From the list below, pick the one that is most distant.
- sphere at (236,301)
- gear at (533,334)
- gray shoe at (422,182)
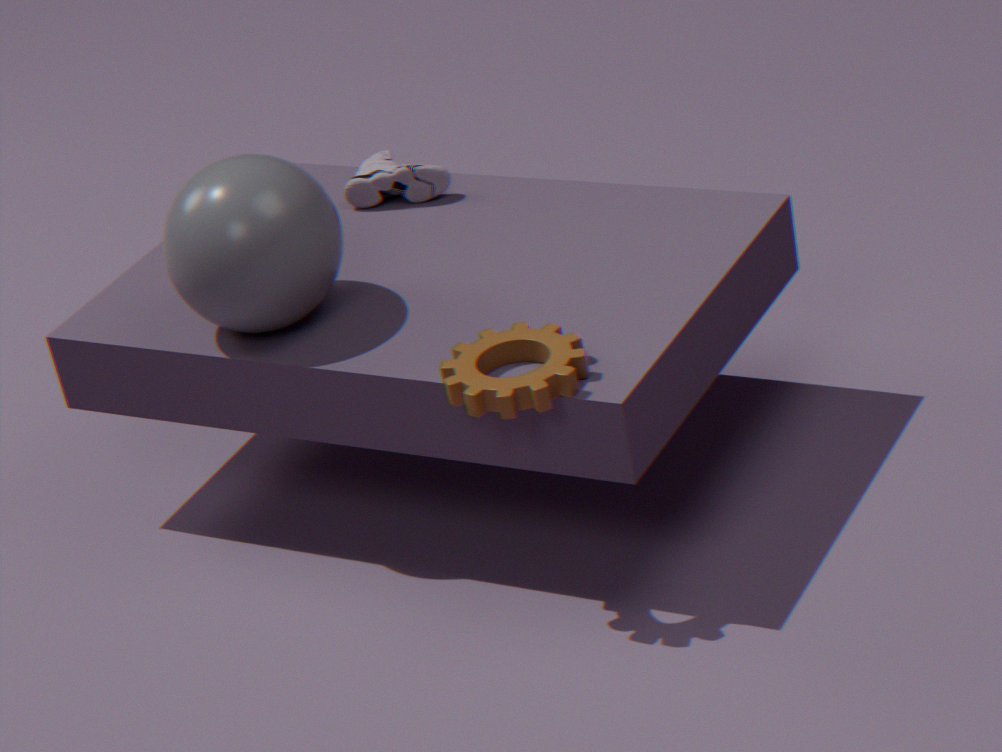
gray shoe at (422,182)
